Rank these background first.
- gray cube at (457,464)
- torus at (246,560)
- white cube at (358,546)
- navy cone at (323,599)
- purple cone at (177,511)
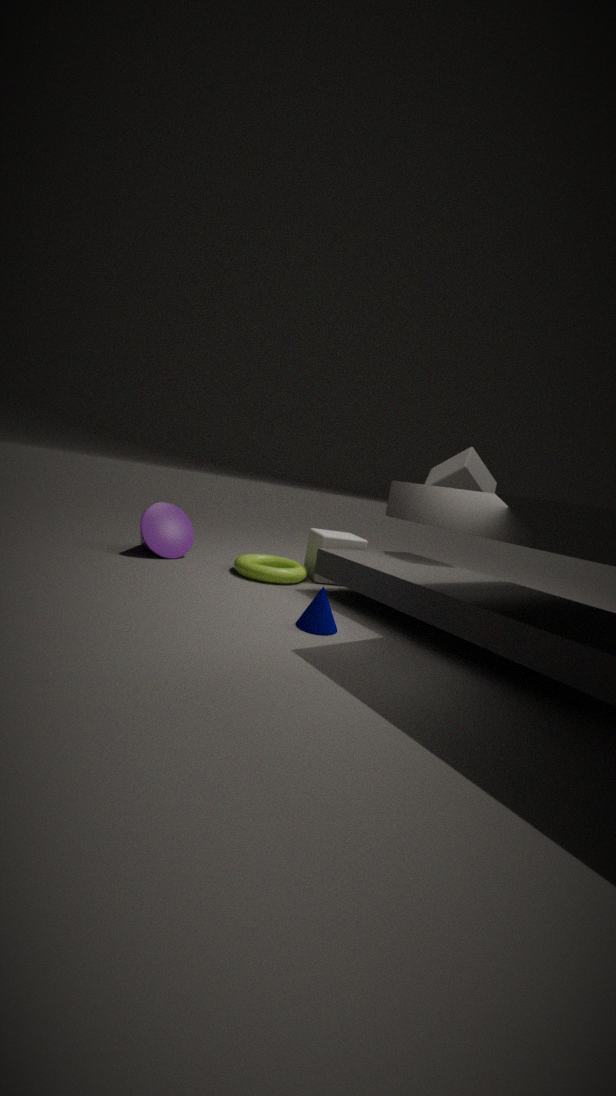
1. white cube at (358,546)
2. purple cone at (177,511)
3. gray cube at (457,464)
4. torus at (246,560)
5. navy cone at (323,599)
